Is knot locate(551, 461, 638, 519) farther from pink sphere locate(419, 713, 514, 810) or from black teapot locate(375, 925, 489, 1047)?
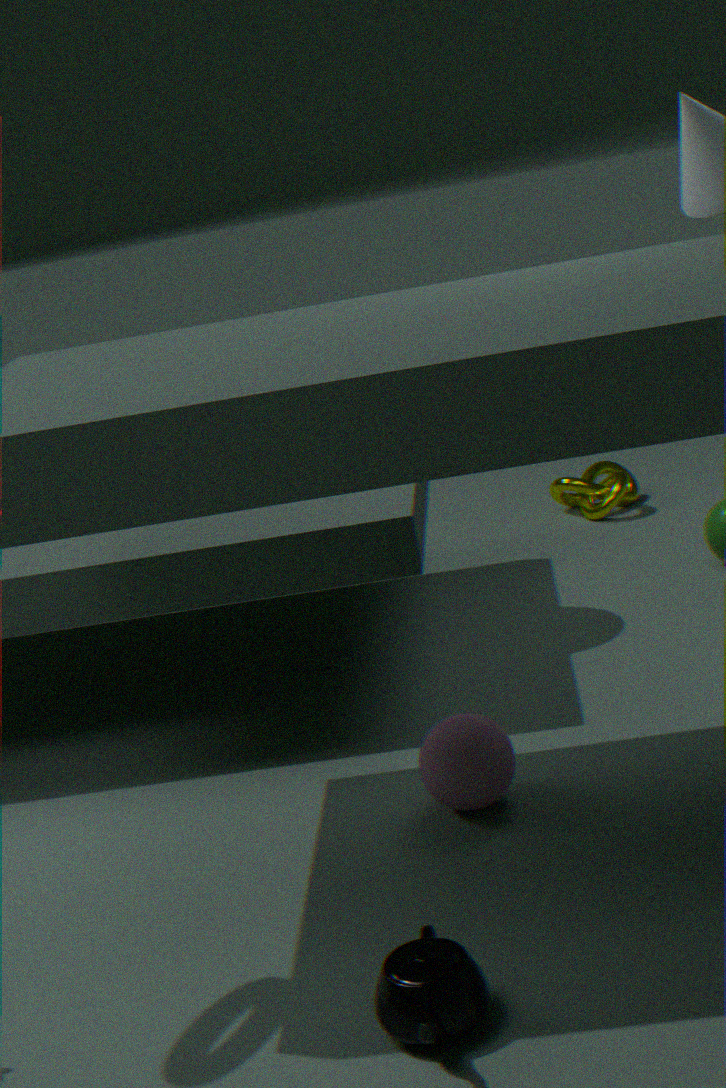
black teapot locate(375, 925, 489, 1047)
